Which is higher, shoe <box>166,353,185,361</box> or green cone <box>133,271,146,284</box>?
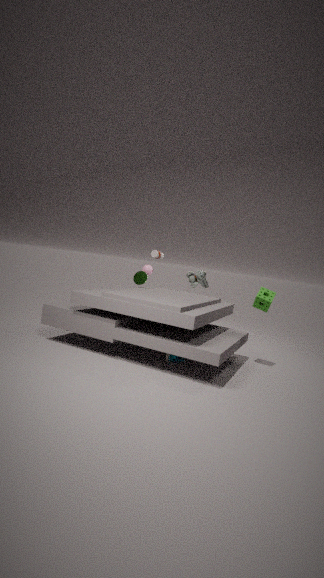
green cone <box>133,271,146,284</box>
